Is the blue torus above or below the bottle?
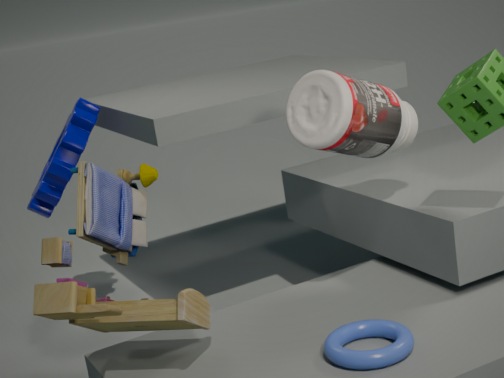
below
